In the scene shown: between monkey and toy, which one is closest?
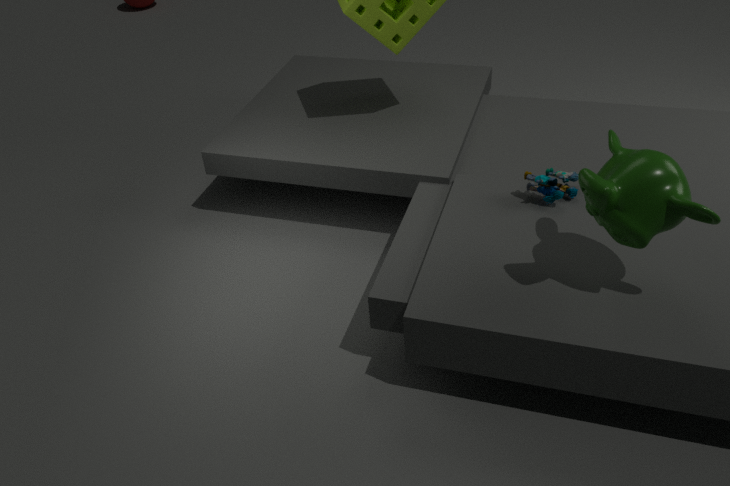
monkey
